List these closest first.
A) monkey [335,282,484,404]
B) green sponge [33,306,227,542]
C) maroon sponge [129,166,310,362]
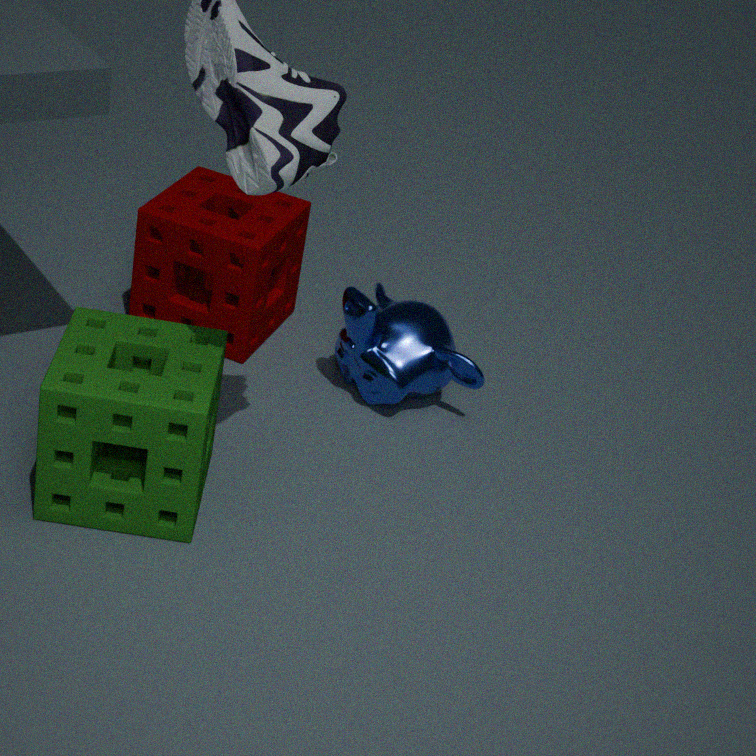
1. green sponge [33,306,227,542]
2. monkey [335,282,484,404]
3. maroon sponge [129,166,310,362]
